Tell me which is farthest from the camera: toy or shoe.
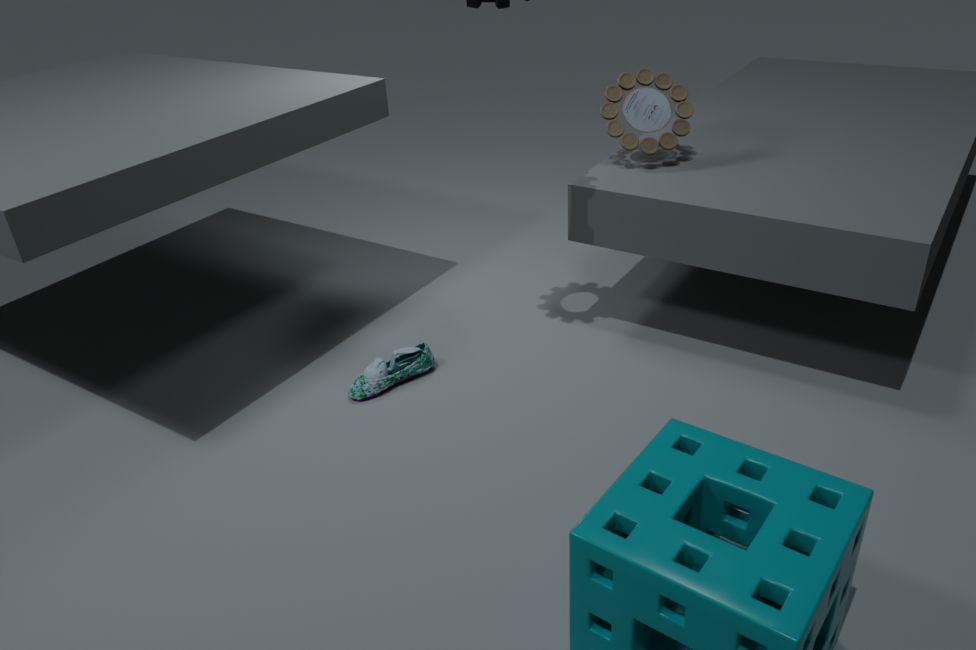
toy
